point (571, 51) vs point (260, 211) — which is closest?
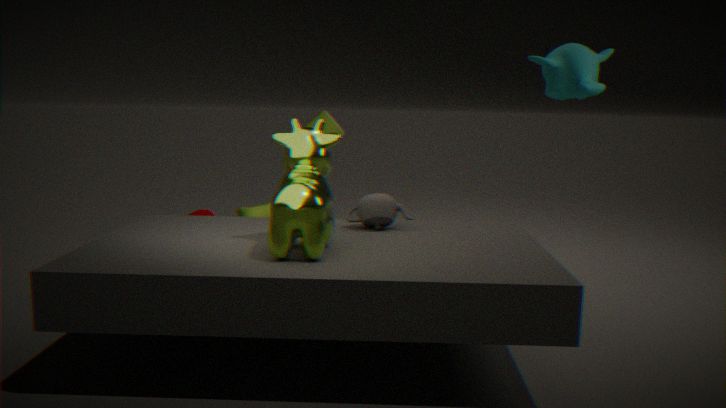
point (571, 51)
